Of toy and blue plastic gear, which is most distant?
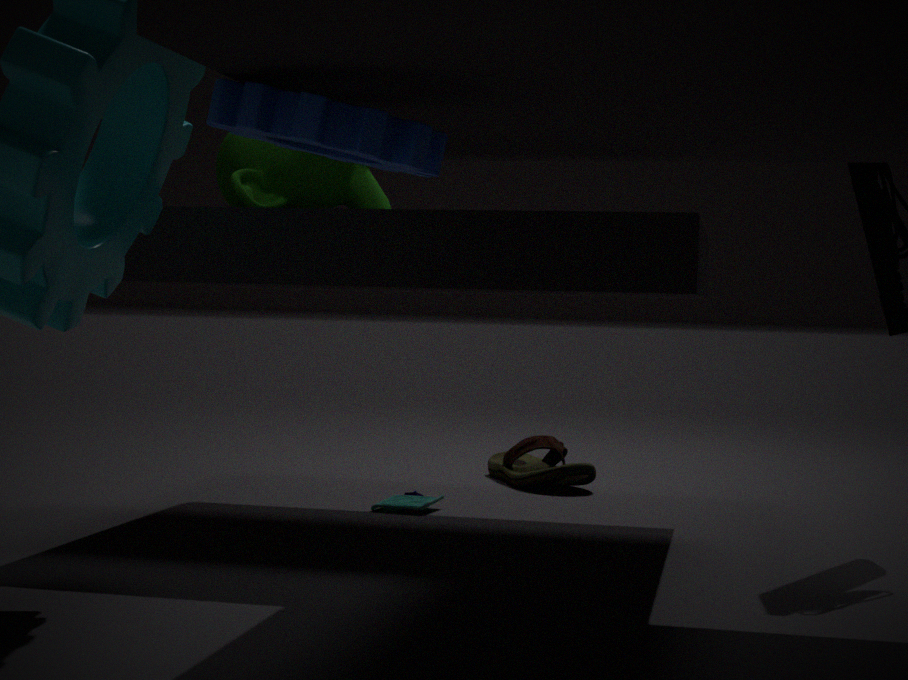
toy
